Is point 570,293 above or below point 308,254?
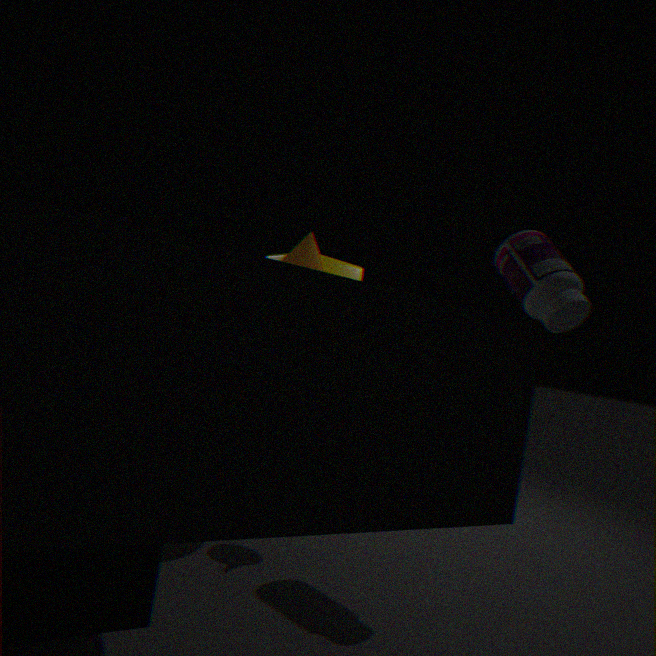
above
